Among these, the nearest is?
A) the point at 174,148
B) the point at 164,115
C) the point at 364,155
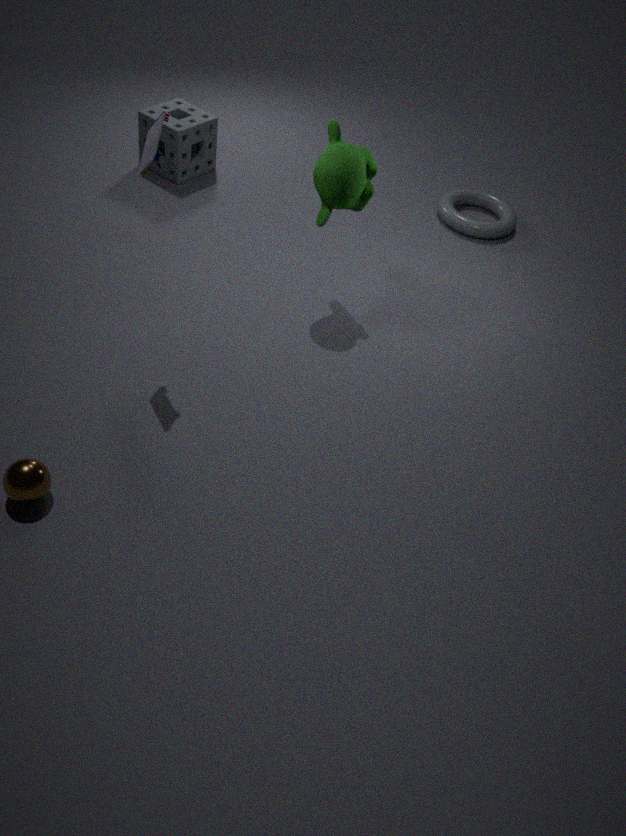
the point at 164,115
